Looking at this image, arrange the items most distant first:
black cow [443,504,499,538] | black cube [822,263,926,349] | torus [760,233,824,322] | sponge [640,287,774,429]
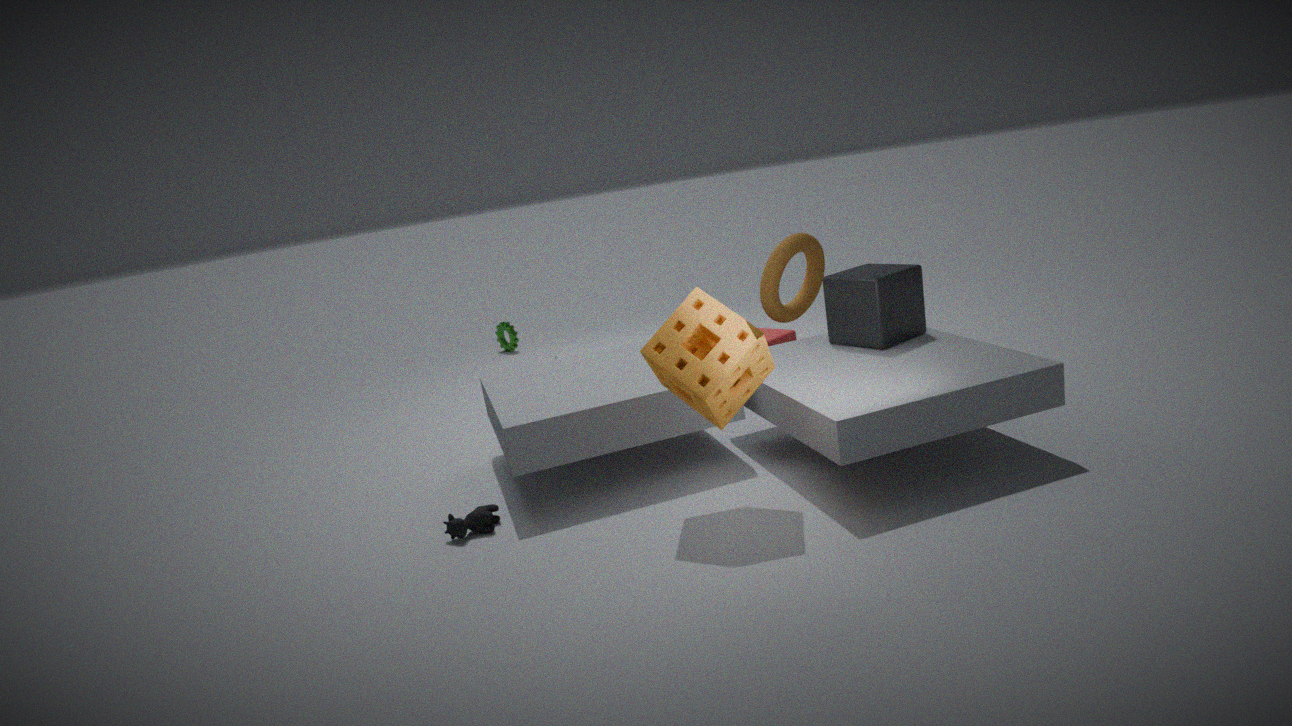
torus [760,233,824,322], black cube [822,263,926,349], black cow [443,504,499,538], sponge [640,287,774,429]
